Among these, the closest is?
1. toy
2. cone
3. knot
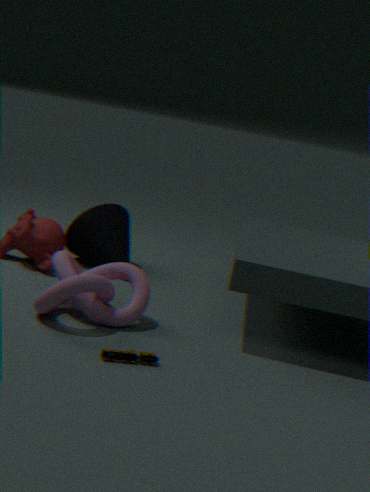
toy
